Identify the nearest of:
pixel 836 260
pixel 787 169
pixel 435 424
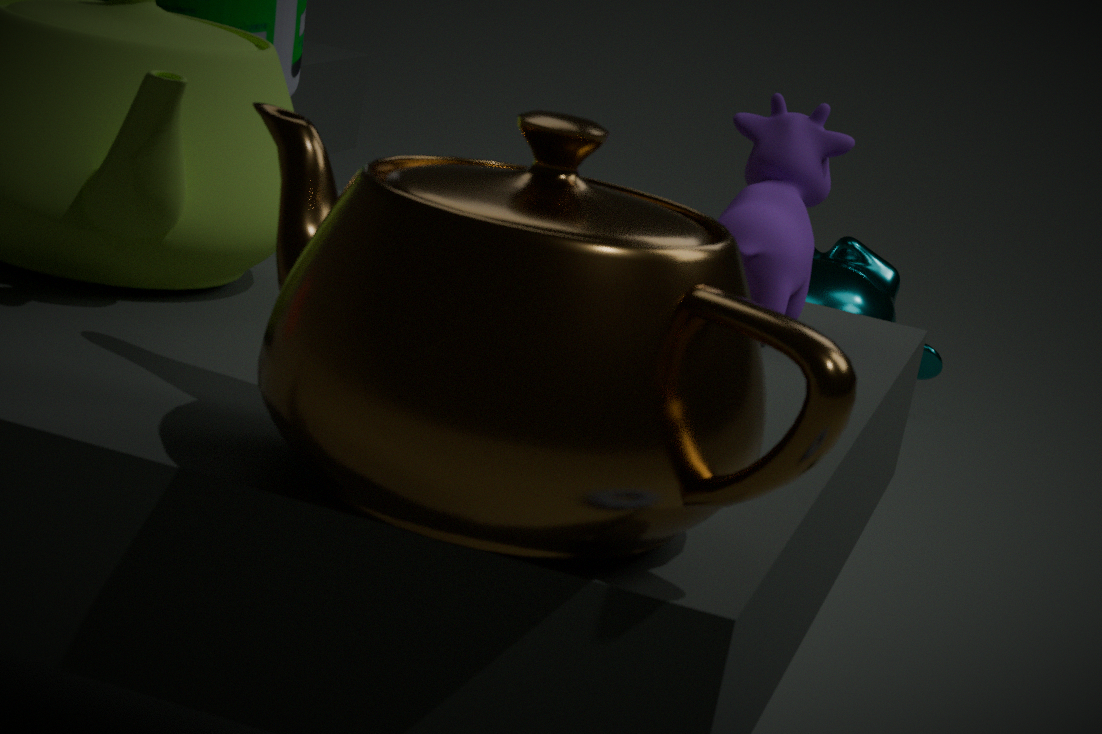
pixel 435 424
